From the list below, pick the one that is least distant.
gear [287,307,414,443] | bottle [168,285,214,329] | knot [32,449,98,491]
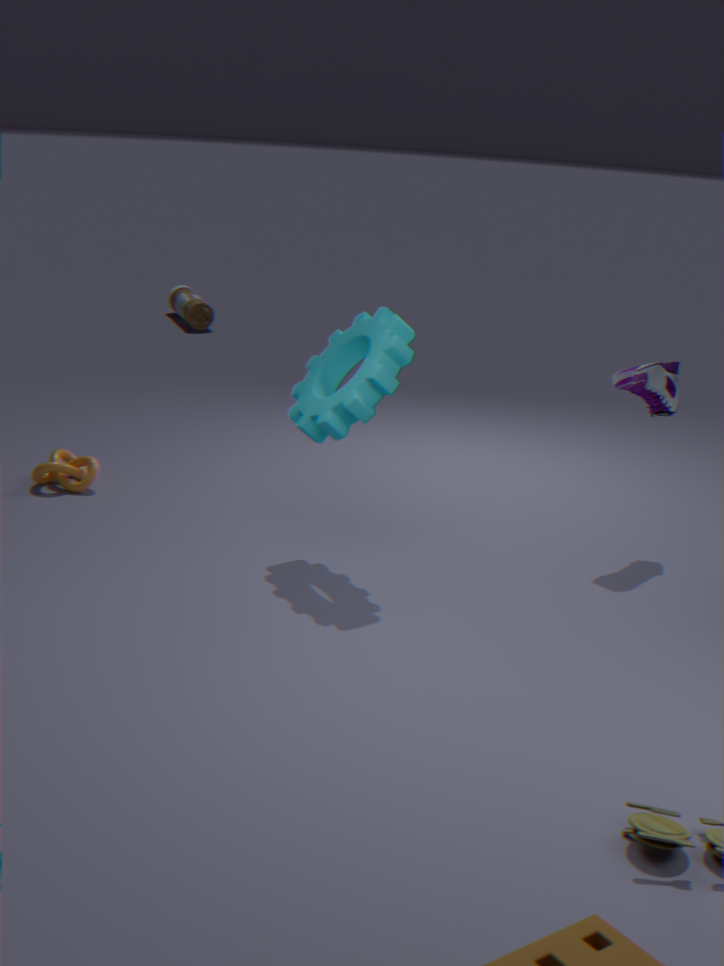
gear [287,307,414,443]
